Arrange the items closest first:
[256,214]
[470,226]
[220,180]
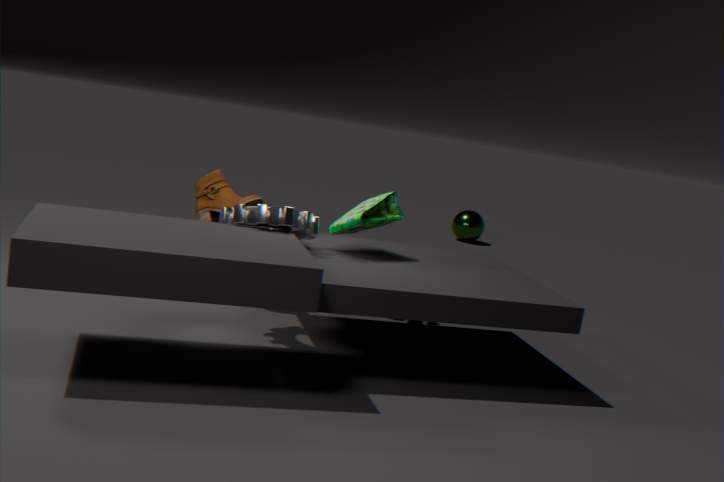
[256,214], [220,180], [470,226]
